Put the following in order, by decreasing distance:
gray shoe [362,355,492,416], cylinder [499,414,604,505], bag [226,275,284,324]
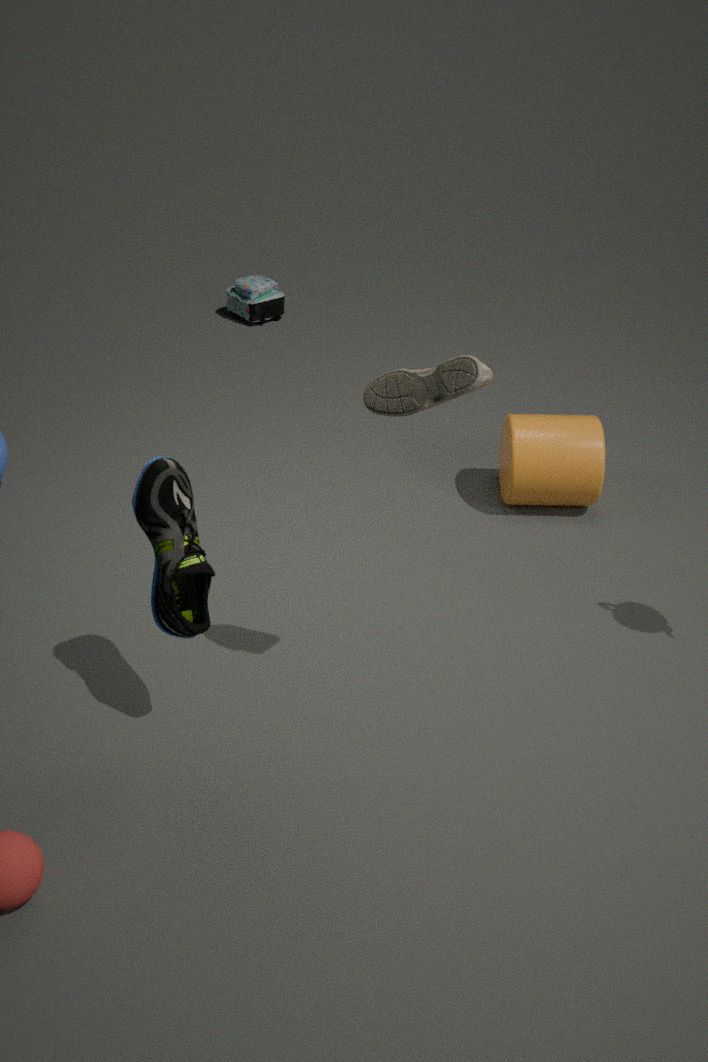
bag [226,275,284,324] < cylinder [499,414,604,505] < gray shoe [362,355,492,416]
